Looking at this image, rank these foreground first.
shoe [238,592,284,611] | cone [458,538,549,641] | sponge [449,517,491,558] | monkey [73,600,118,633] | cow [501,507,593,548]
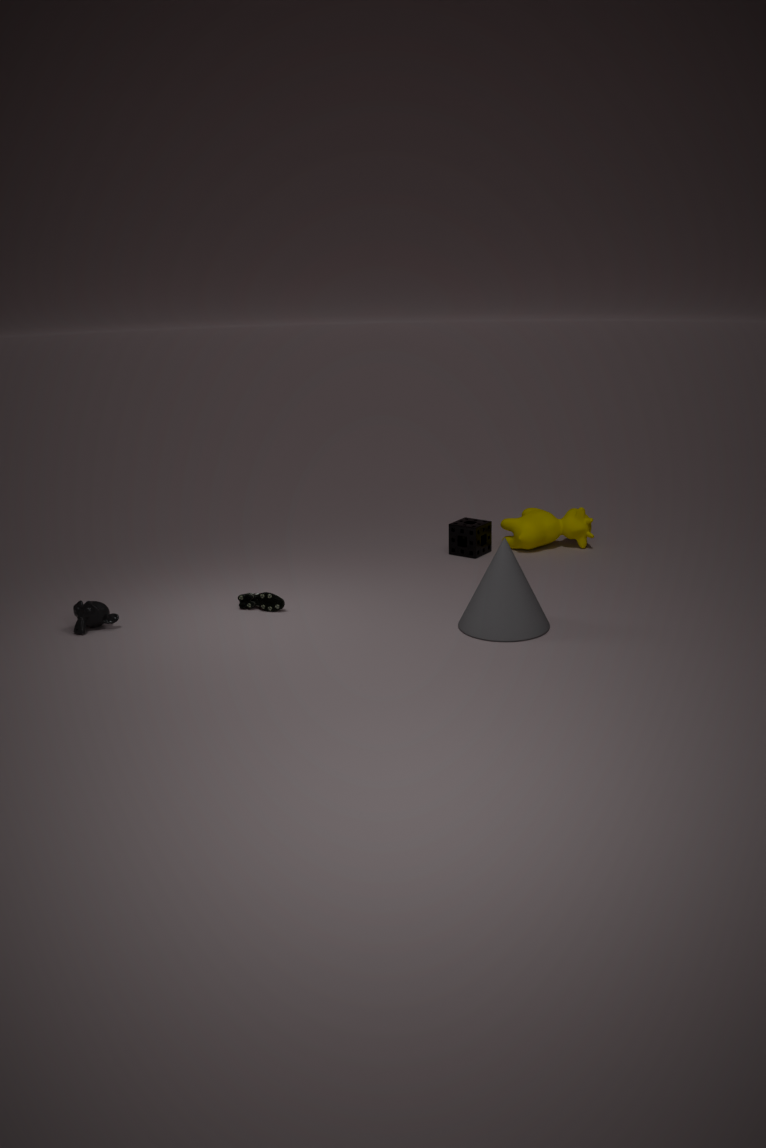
cone [458,538,549,641], monkey [73,600,118,633], shoe [238,592,284,611], sponge [449,517,491,558], cow [501,507,593,548]
